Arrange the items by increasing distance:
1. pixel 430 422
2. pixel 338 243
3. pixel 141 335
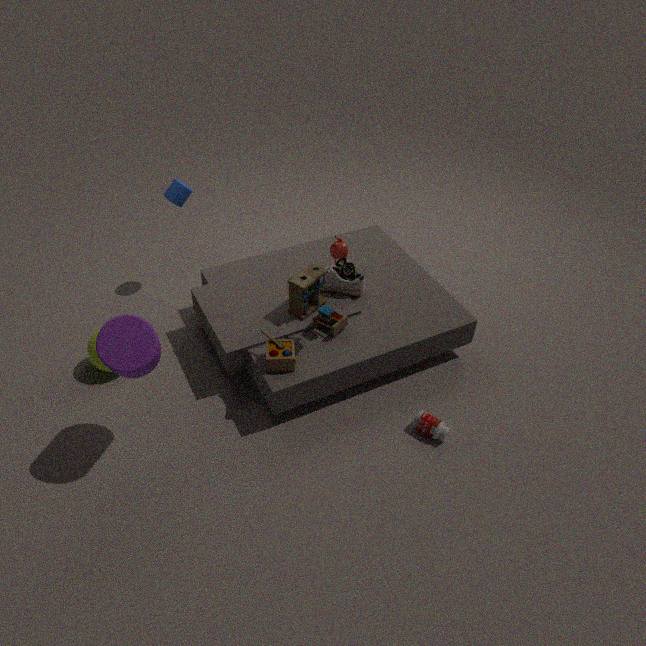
pixel 141 335 < pixel 430 422 < pixel 338 243
